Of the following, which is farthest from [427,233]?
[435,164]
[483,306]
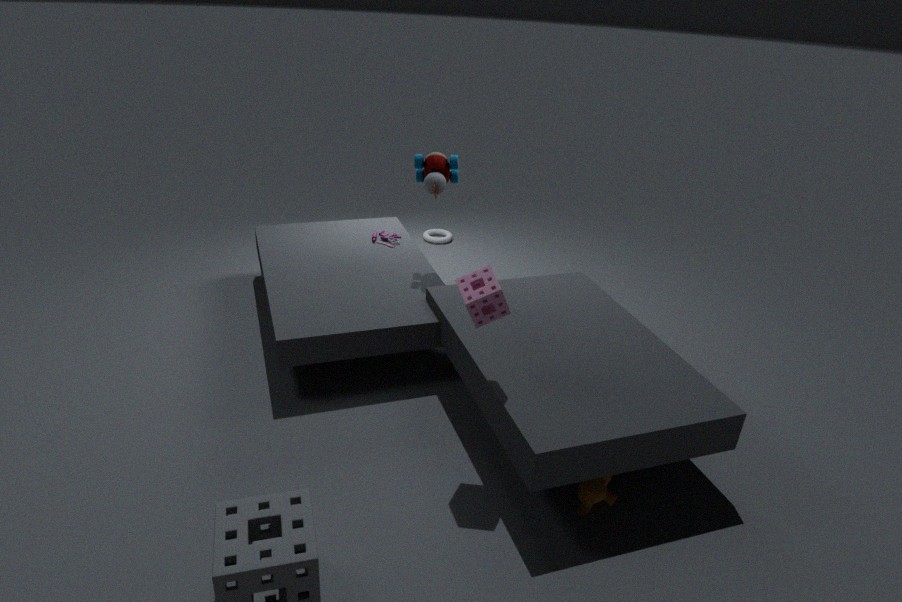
[483,306]
